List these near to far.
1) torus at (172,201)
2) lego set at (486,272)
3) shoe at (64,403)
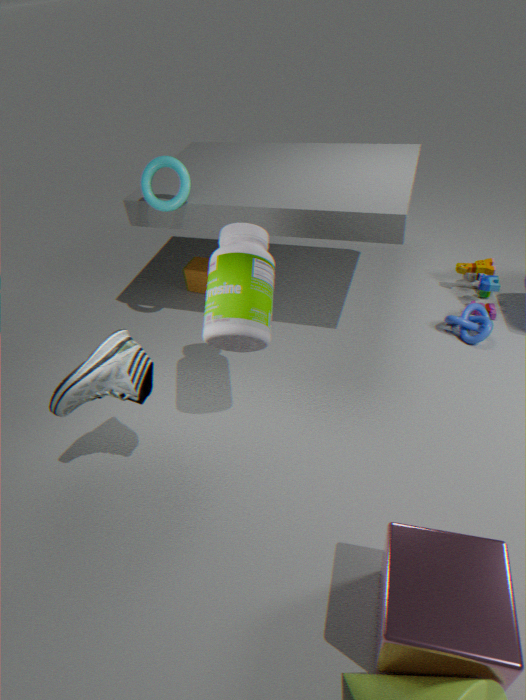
3. shoe at (64,403) < 1. torus at (172,201) < 2. lego set at (486,272)
